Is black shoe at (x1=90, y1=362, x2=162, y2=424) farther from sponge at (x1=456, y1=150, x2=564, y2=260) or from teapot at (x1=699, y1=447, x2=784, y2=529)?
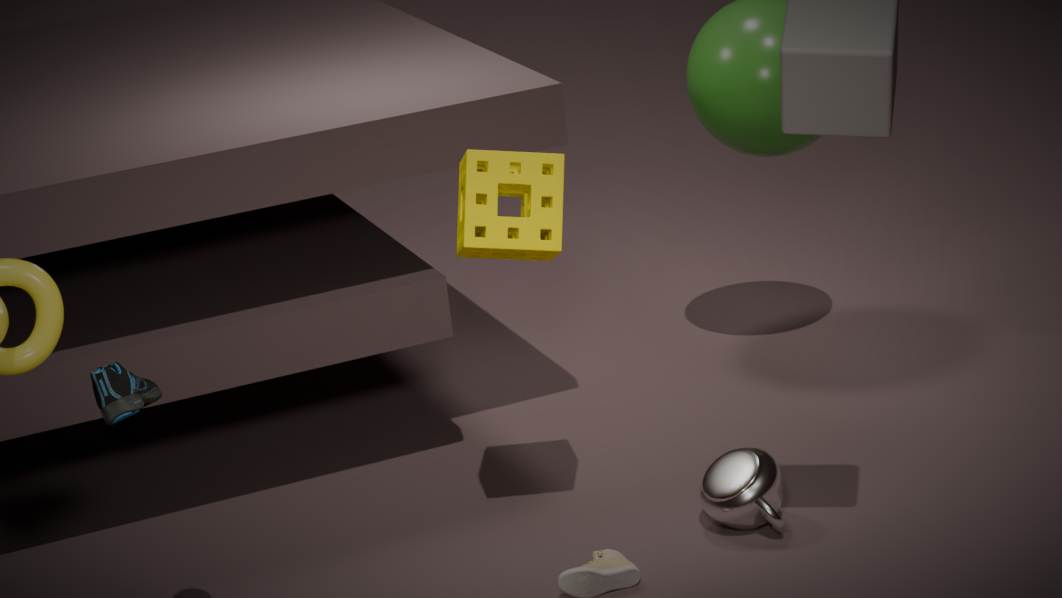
teapot at (x1=699, y1=447, x2=784, y2=529)
